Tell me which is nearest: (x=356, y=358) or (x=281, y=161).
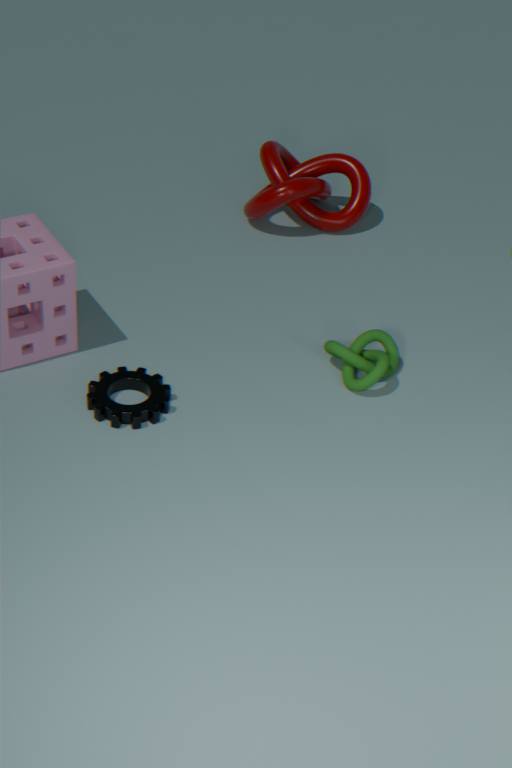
(x=356, y=358)
